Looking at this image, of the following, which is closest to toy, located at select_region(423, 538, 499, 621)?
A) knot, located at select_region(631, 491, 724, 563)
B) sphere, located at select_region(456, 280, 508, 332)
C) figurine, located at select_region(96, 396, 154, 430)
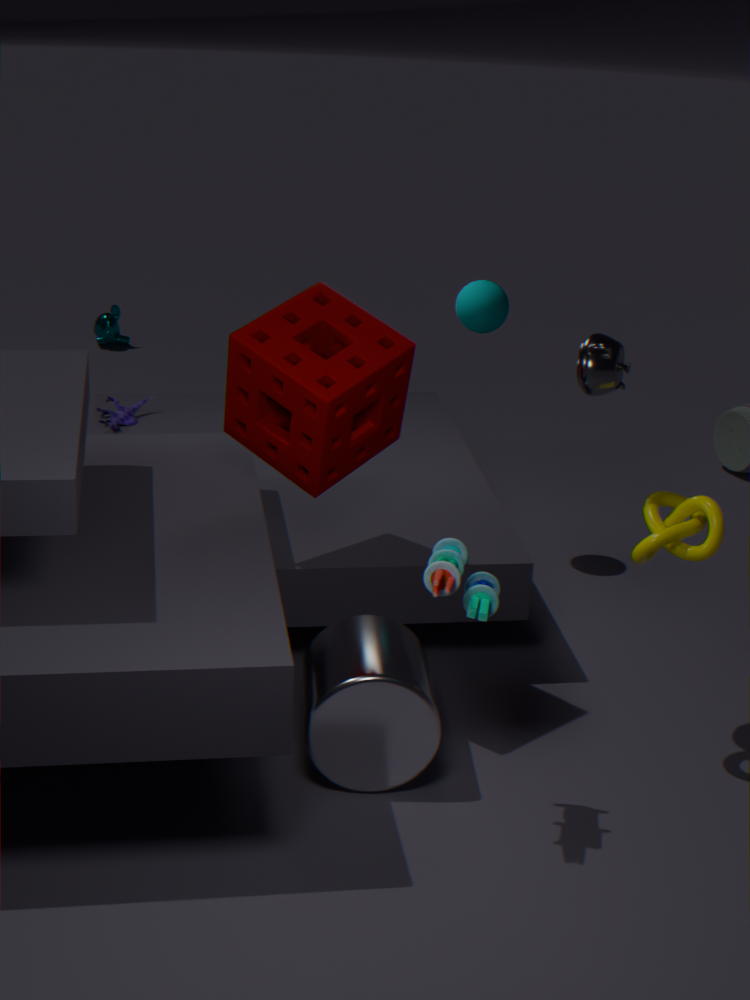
knot, located at select_region(631, 491, 724, 563)
